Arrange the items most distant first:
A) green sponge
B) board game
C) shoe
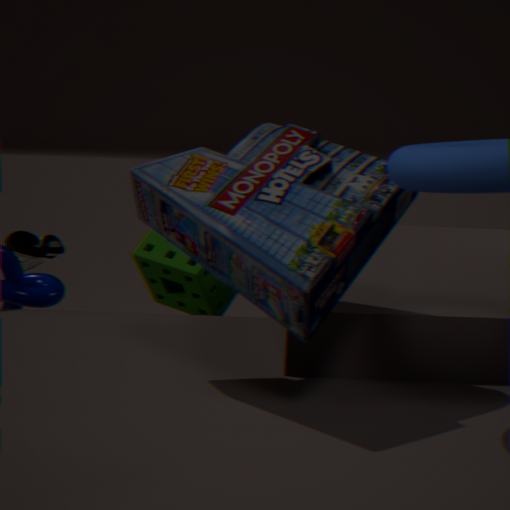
shoe, green sponge, board game
